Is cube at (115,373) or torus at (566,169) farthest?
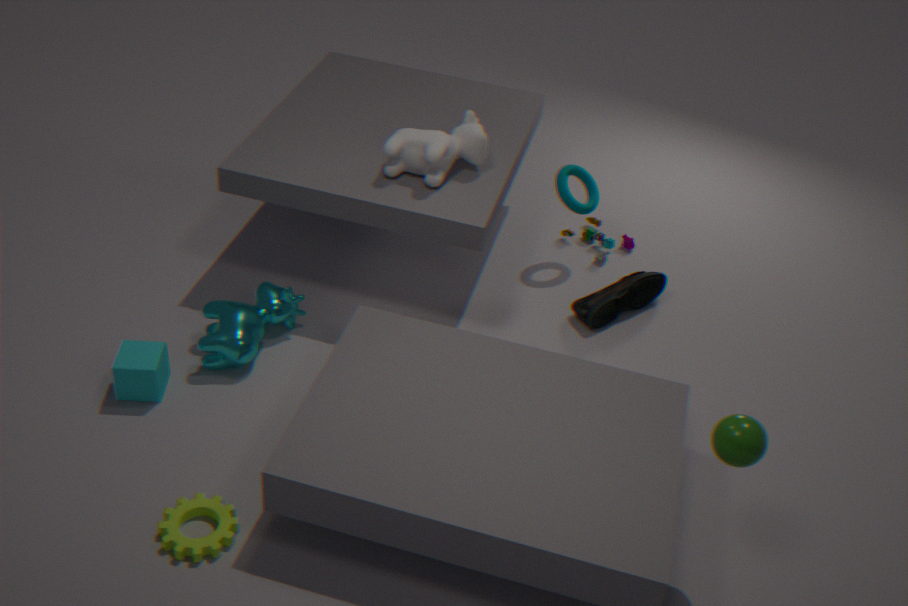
torus at (566,169)
